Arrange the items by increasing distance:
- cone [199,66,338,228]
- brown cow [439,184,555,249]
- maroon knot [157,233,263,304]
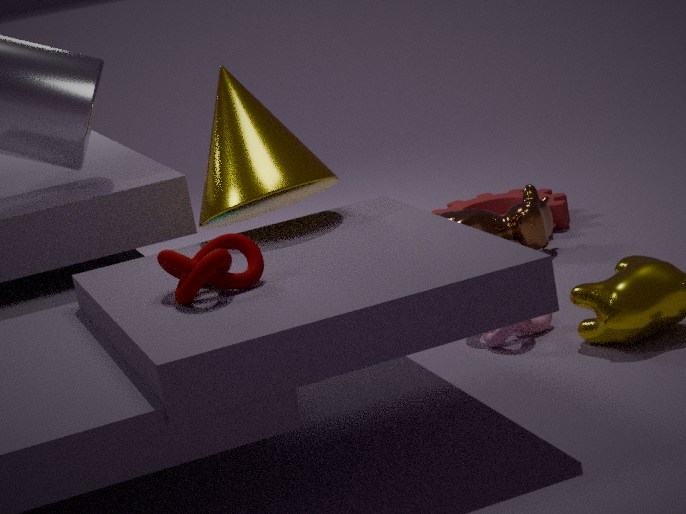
maroon knot [157,233,263,304]
cone [199,66,338,228]
brown cow [439,184,555,249]
